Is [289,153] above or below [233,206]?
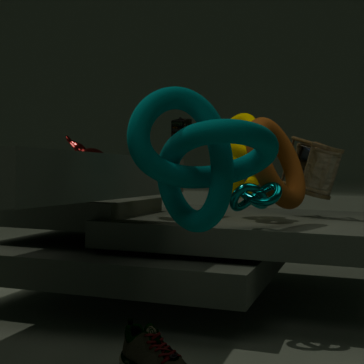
above
